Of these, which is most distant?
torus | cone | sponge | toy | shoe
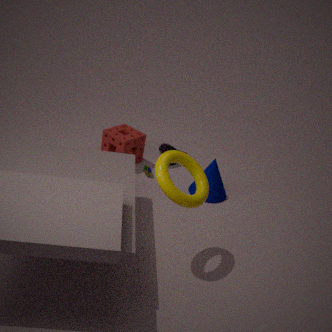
shoe
